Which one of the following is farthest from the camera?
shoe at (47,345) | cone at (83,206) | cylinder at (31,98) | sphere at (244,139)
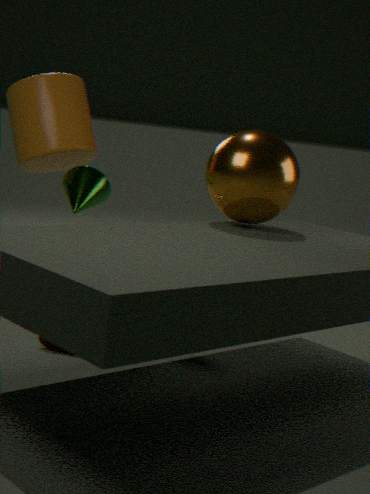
cylinder at (31,98)
